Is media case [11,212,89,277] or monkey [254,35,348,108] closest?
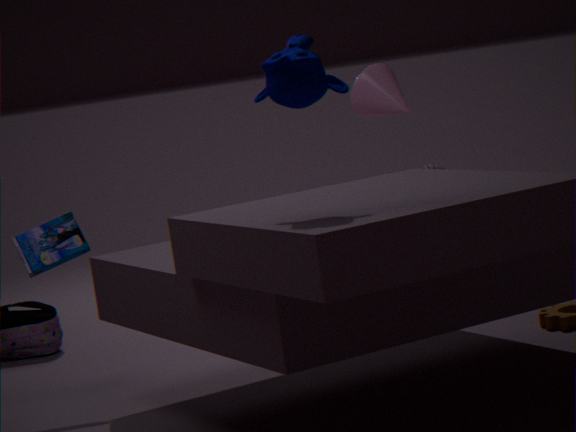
monkey [254,35,348,108]
